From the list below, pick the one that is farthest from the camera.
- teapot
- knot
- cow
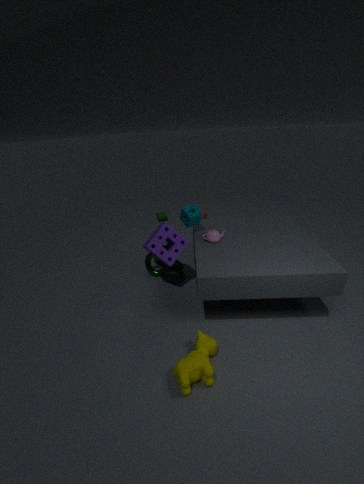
knot
